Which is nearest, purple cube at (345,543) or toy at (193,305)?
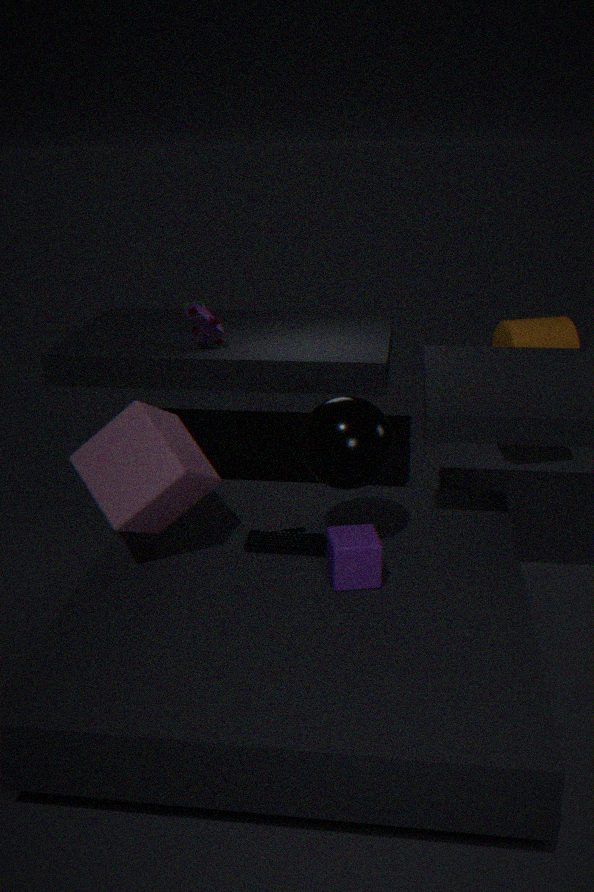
purple cube at (345,543)
